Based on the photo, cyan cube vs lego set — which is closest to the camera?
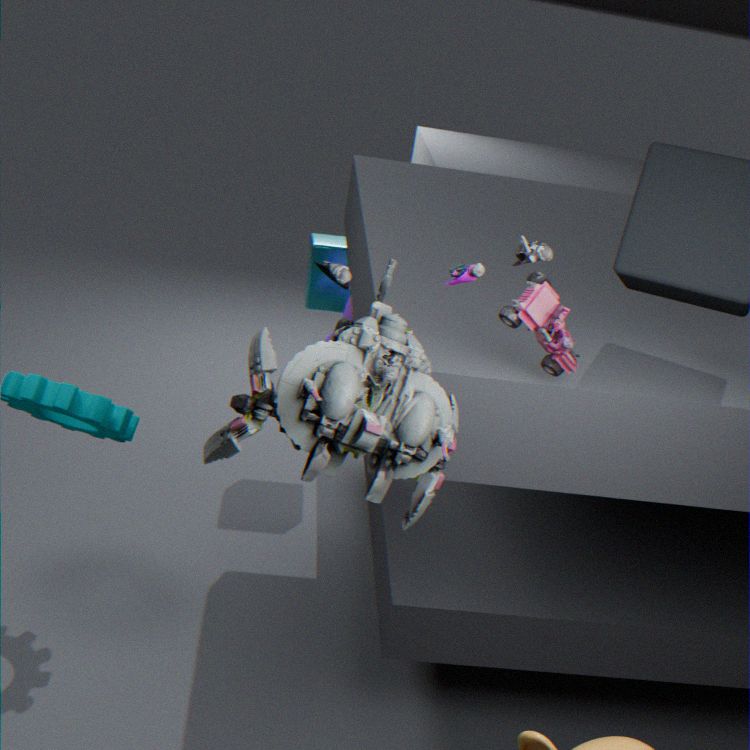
lego set
